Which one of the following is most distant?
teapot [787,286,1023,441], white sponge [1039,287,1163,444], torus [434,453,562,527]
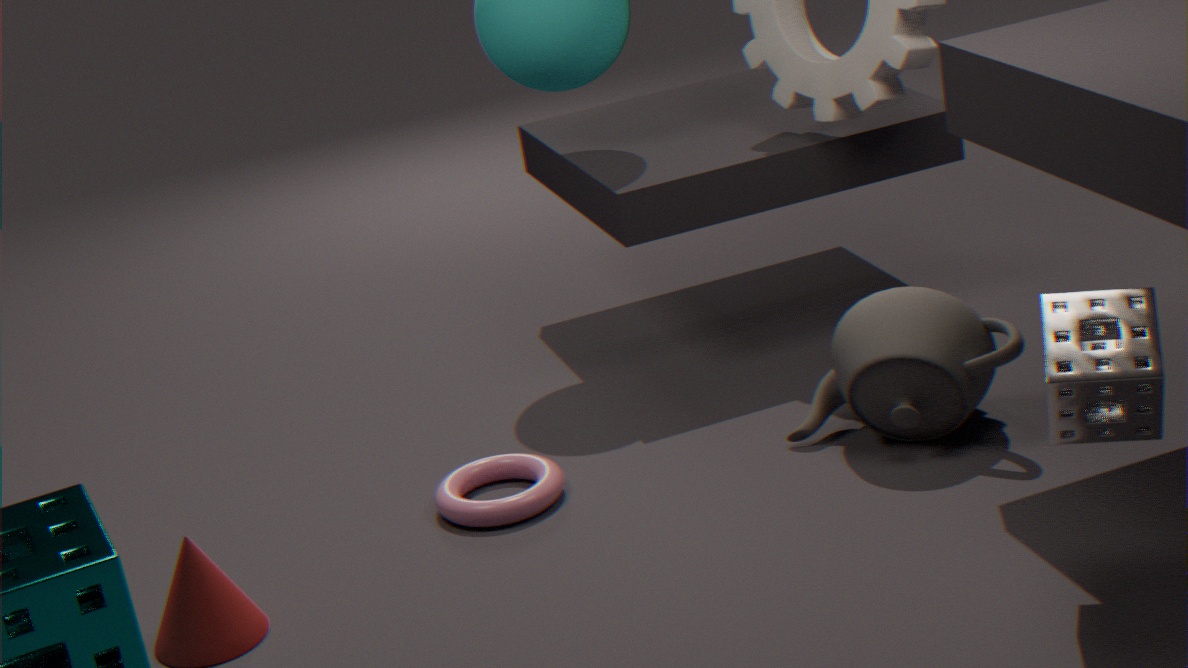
torus [434,453,562,527]
